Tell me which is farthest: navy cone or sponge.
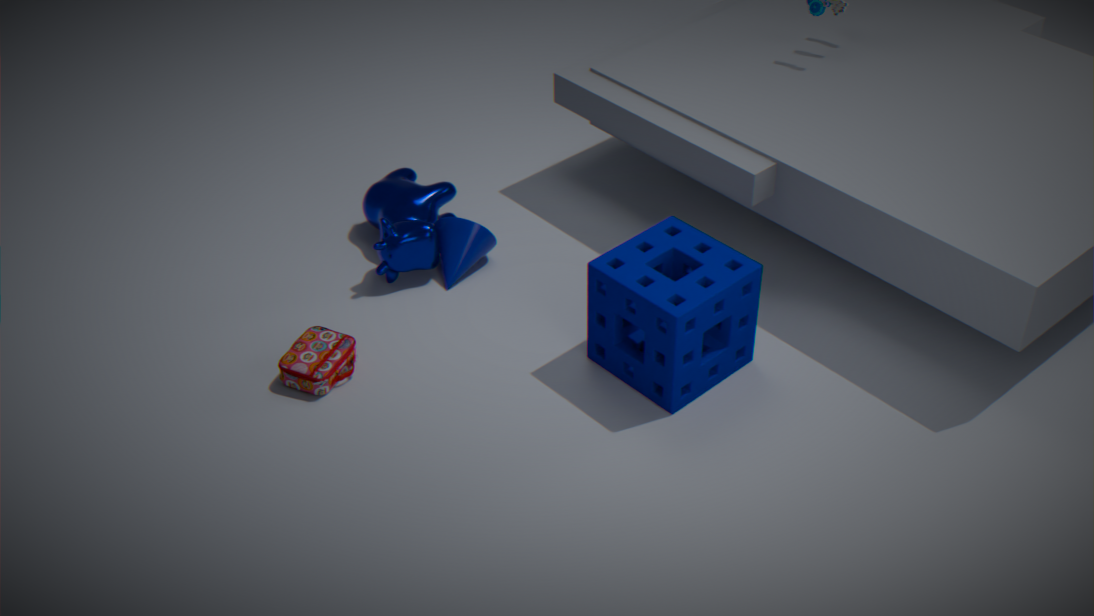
navy cone
